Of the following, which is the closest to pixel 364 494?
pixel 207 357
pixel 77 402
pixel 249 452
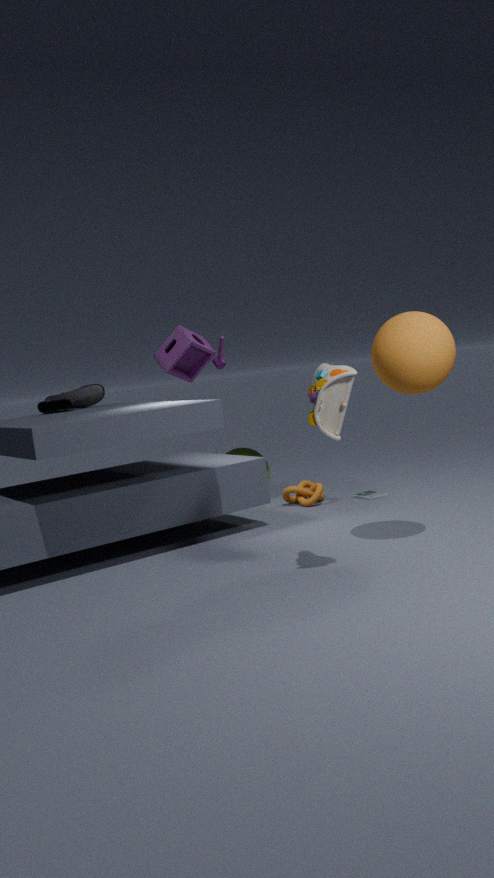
pixel 249 452
